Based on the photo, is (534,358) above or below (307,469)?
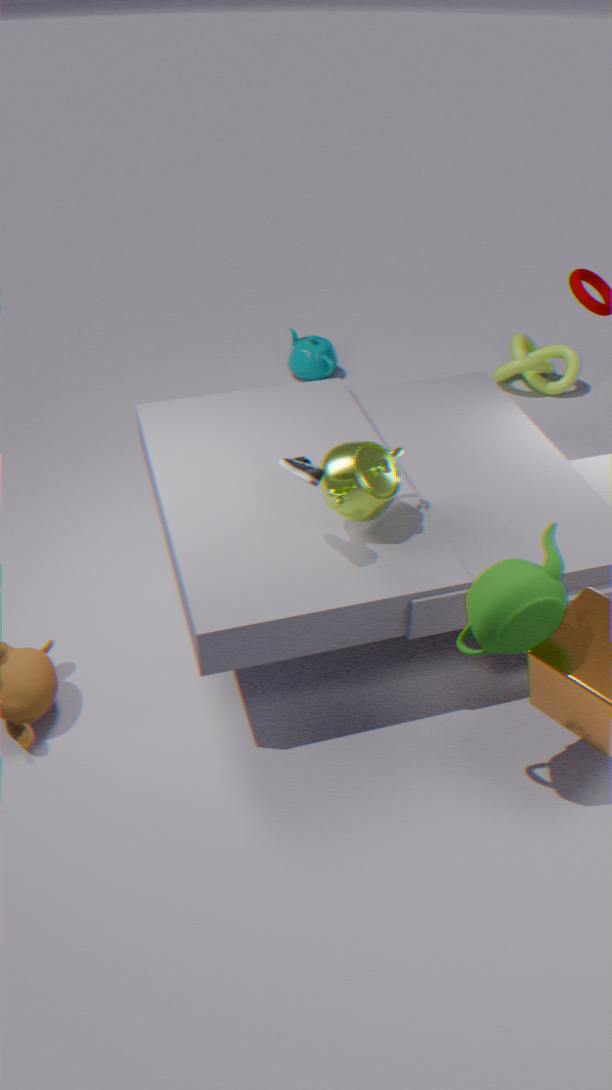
below
